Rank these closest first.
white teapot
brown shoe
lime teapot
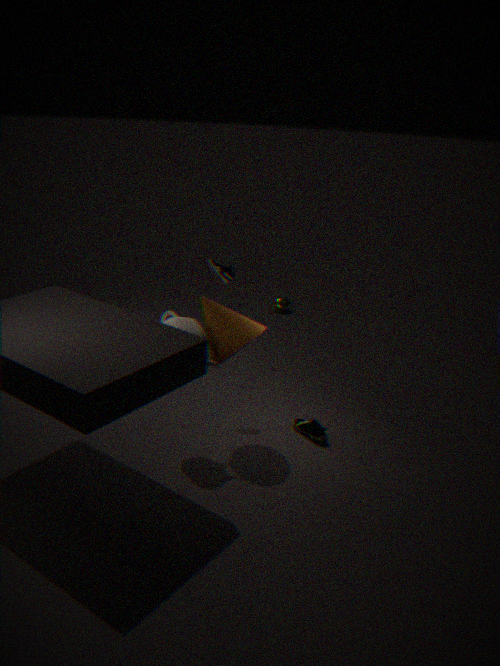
white teapot → brown shoe → lime teapot
